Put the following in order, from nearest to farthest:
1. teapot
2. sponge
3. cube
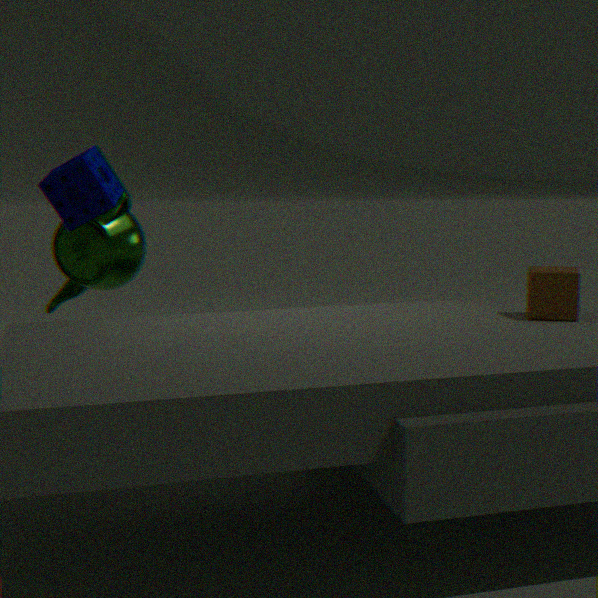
sponge → teapot → cube
